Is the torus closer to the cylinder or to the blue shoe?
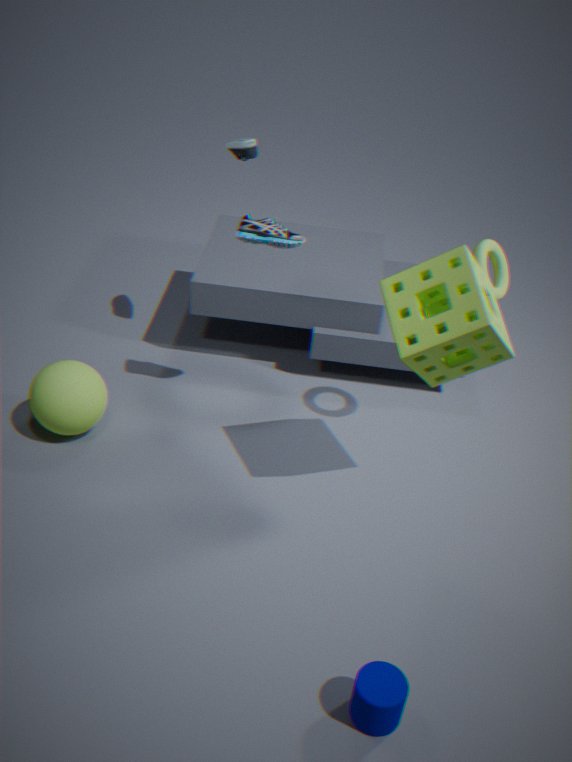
the blue shoe
